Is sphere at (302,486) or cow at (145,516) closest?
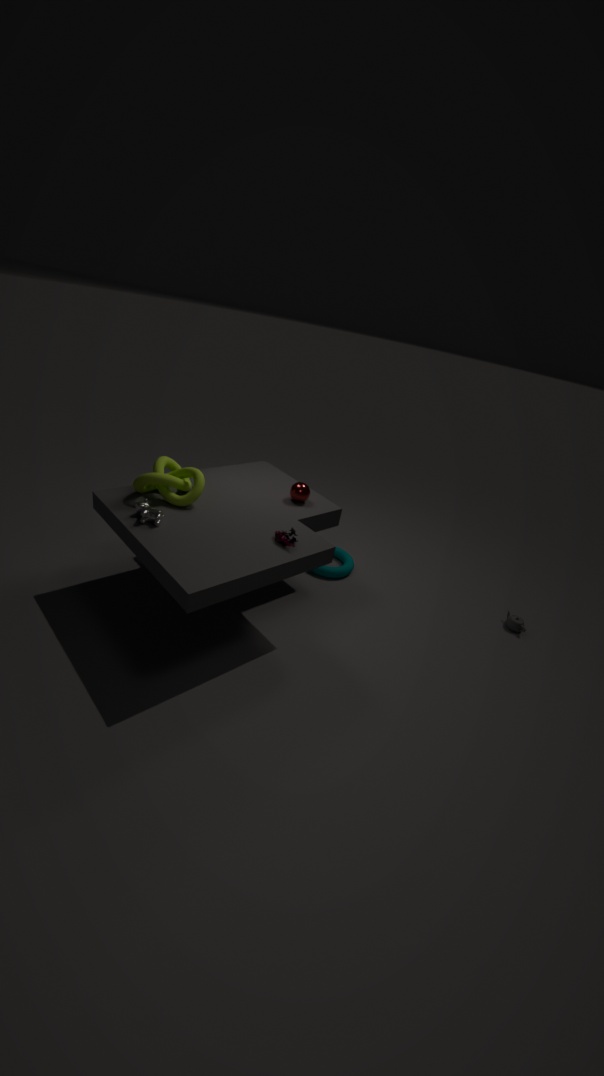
cow at (145,516)
